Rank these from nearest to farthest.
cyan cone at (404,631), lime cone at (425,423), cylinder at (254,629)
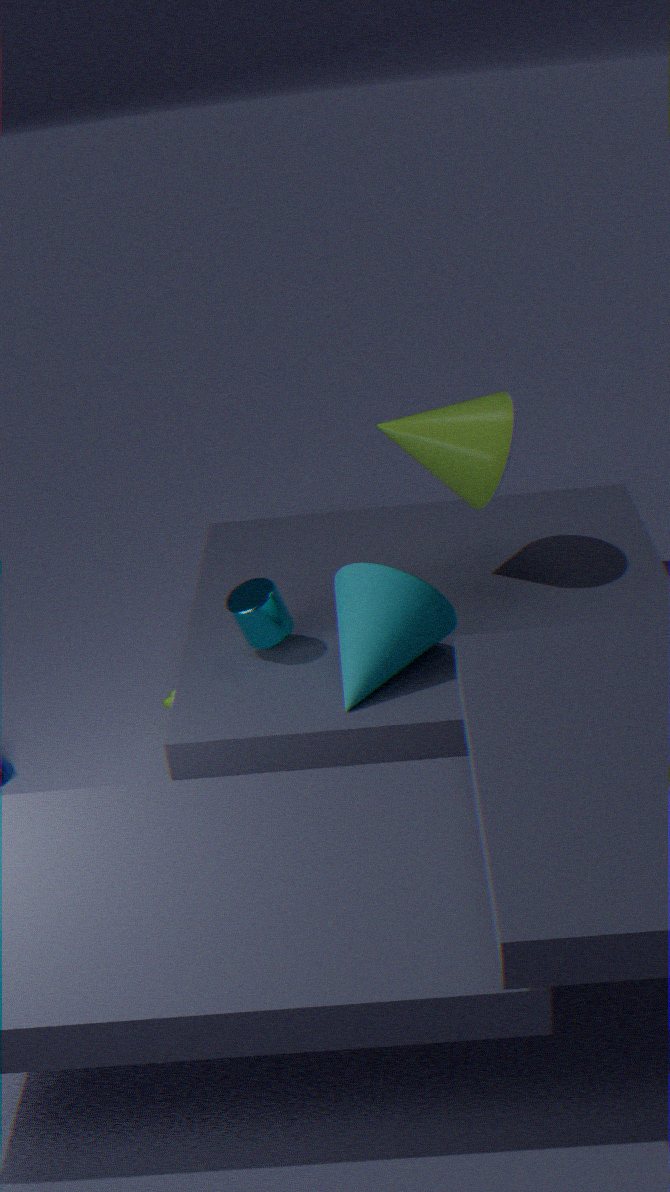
cyan cone at (404,631) → cylinder at (254,629) → lime cone at (425,423)
